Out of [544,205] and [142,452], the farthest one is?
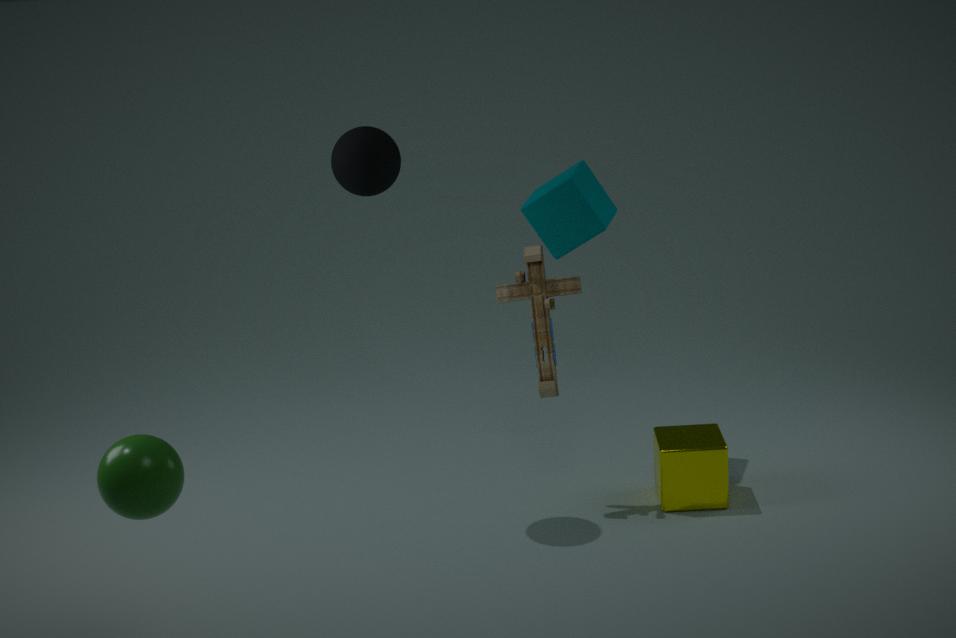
[544,205]
